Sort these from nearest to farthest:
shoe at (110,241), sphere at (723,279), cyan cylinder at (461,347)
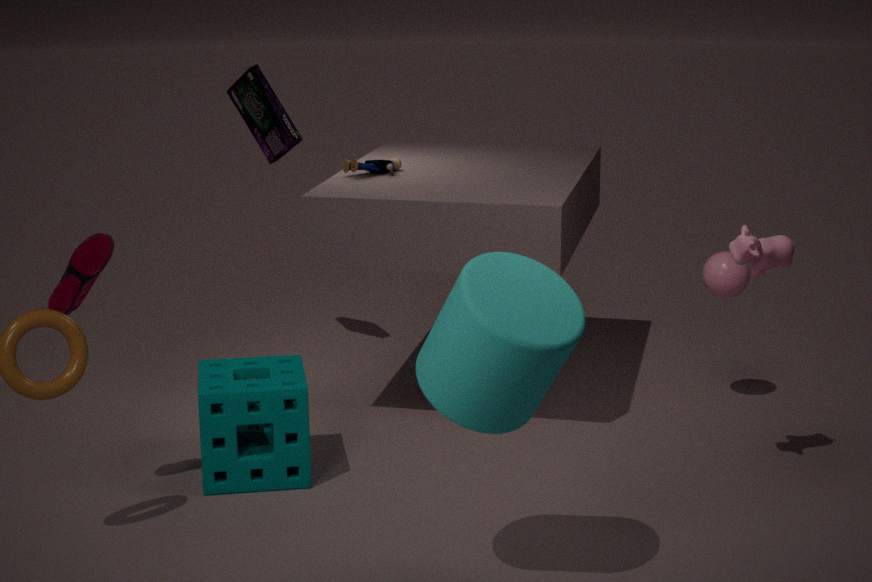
cyan cylinder at (461,347)
shoe at (110,241)
sphere at (723,279)
